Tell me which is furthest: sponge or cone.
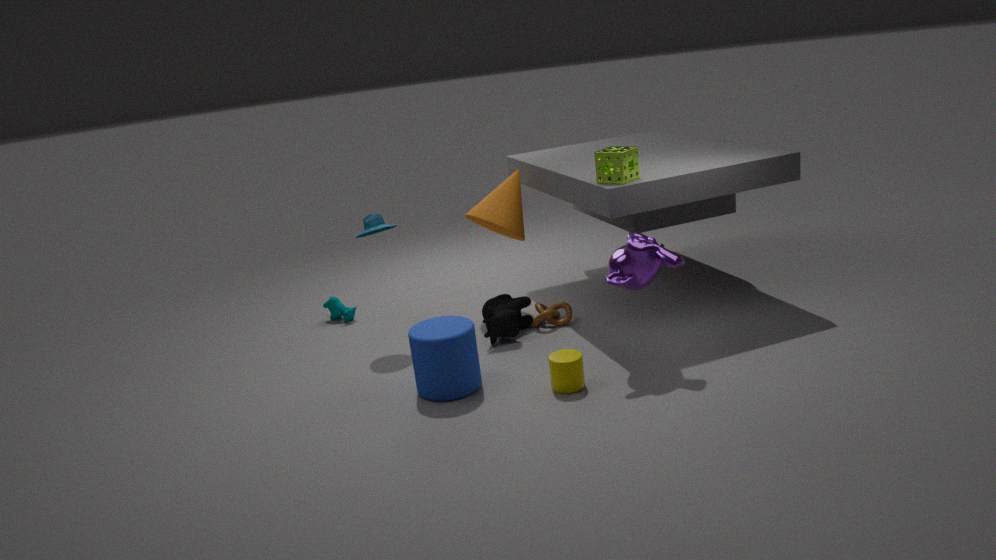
cone
